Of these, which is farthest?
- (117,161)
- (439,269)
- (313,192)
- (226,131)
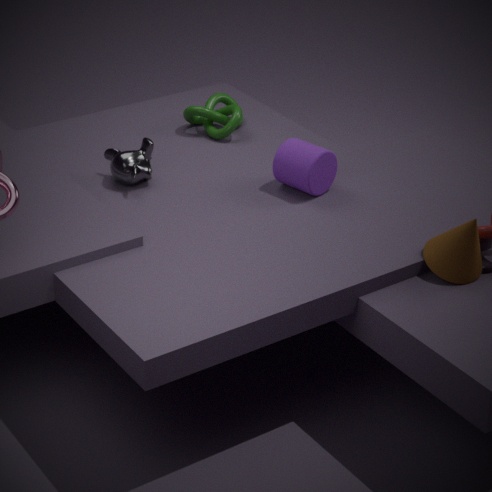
(226,131)
